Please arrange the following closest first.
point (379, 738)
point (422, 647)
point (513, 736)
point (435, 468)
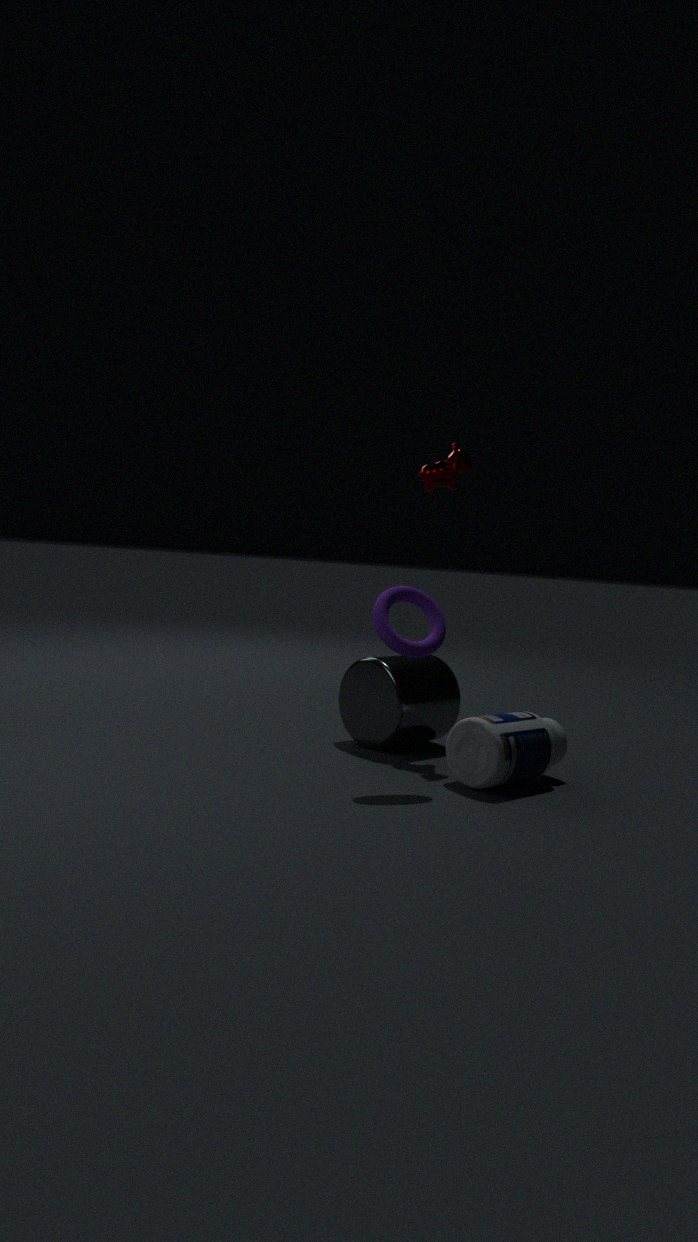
point (422, 647) → point (513, 736) → point (379, 738) → point (435, 468)
